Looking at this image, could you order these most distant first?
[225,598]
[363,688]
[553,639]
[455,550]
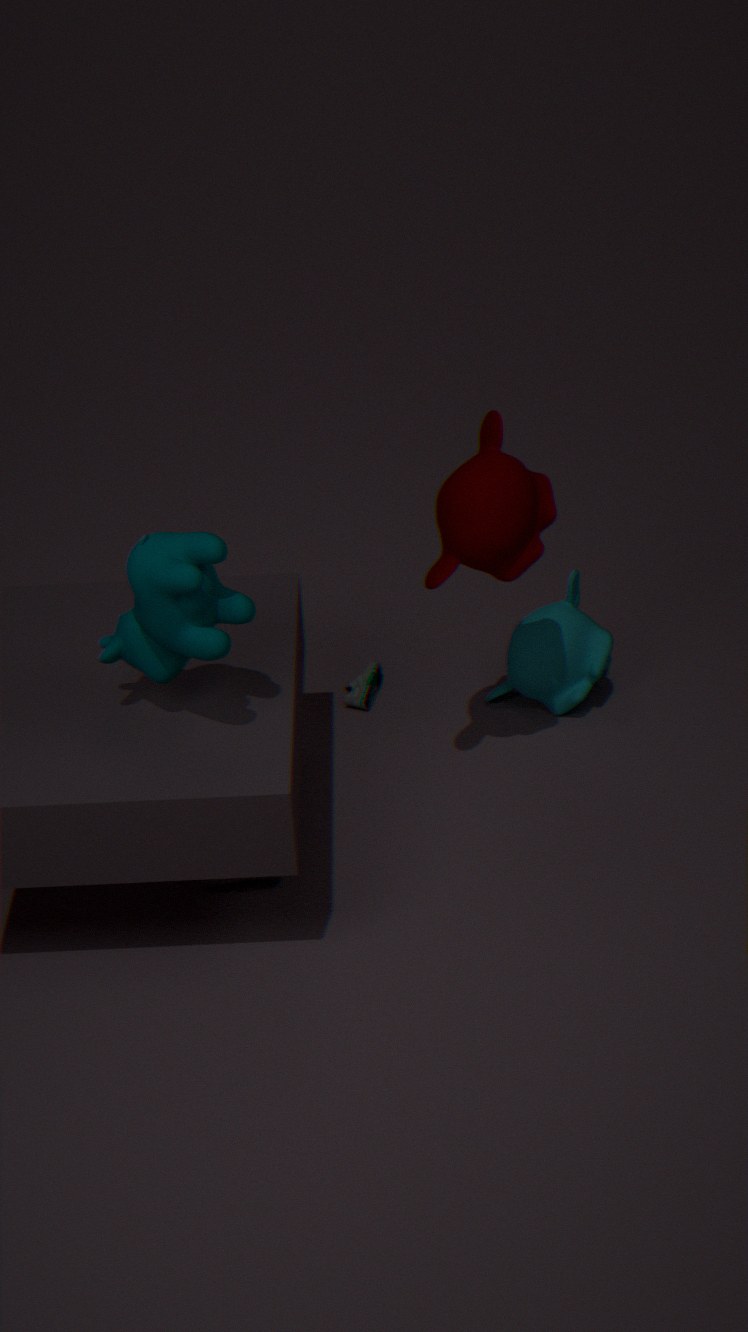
[363,688], [553,639], [455,550], [225,598]
